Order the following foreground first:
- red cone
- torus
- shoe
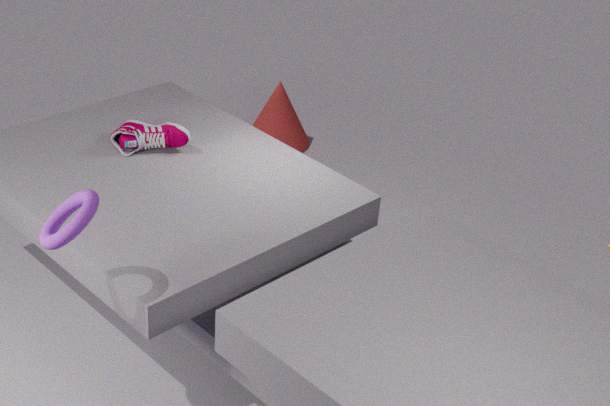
torus
shoe
red cone
